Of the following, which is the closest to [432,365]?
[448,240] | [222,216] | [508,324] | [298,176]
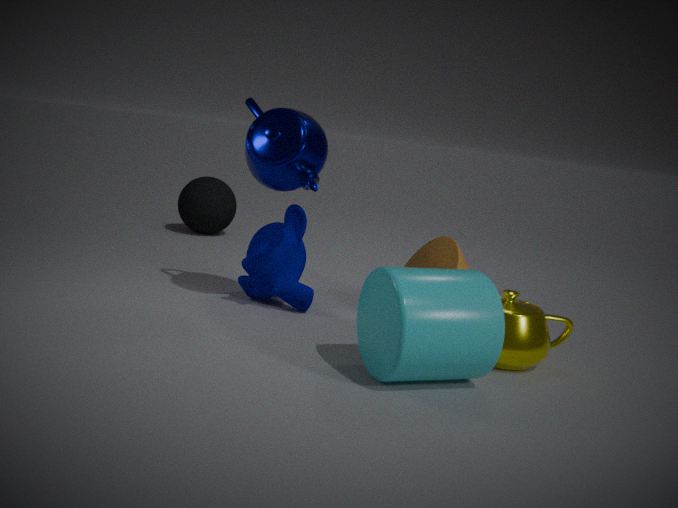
[508,324]
